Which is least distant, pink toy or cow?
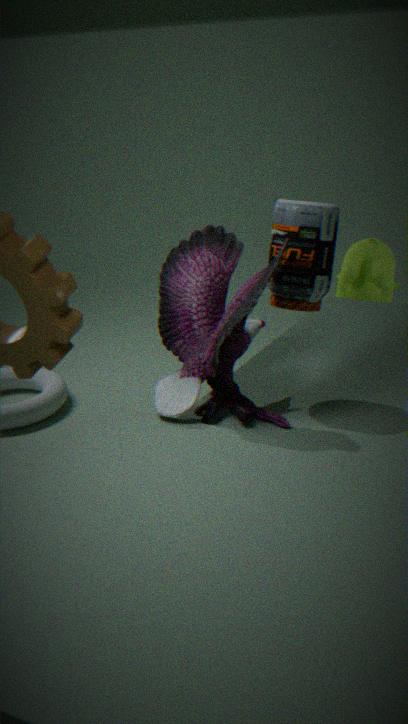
pink toy
